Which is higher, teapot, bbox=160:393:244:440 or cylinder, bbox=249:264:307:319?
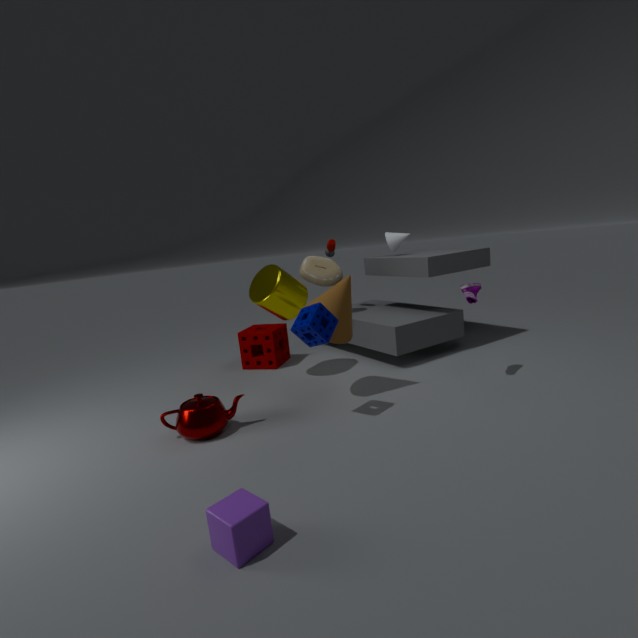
cylinder, bbox=249:264:307:319
